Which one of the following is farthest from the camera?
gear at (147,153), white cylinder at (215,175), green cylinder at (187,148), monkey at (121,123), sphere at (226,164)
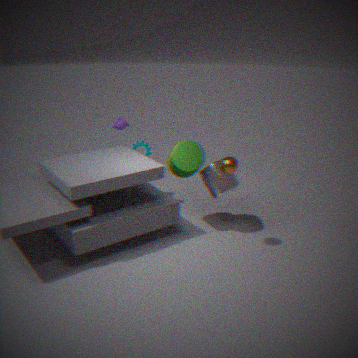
monkey at (121,123)
